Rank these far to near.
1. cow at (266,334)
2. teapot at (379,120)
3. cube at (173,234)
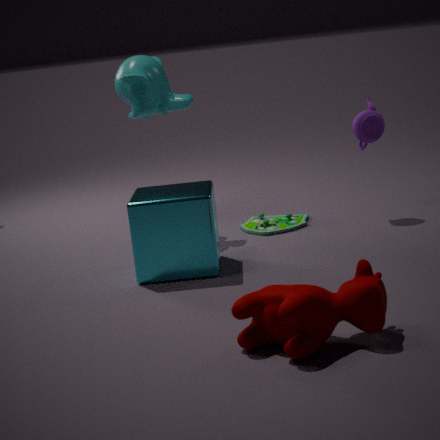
teapot at (379,120)
cube at (173,234)
cow at (266,334)
